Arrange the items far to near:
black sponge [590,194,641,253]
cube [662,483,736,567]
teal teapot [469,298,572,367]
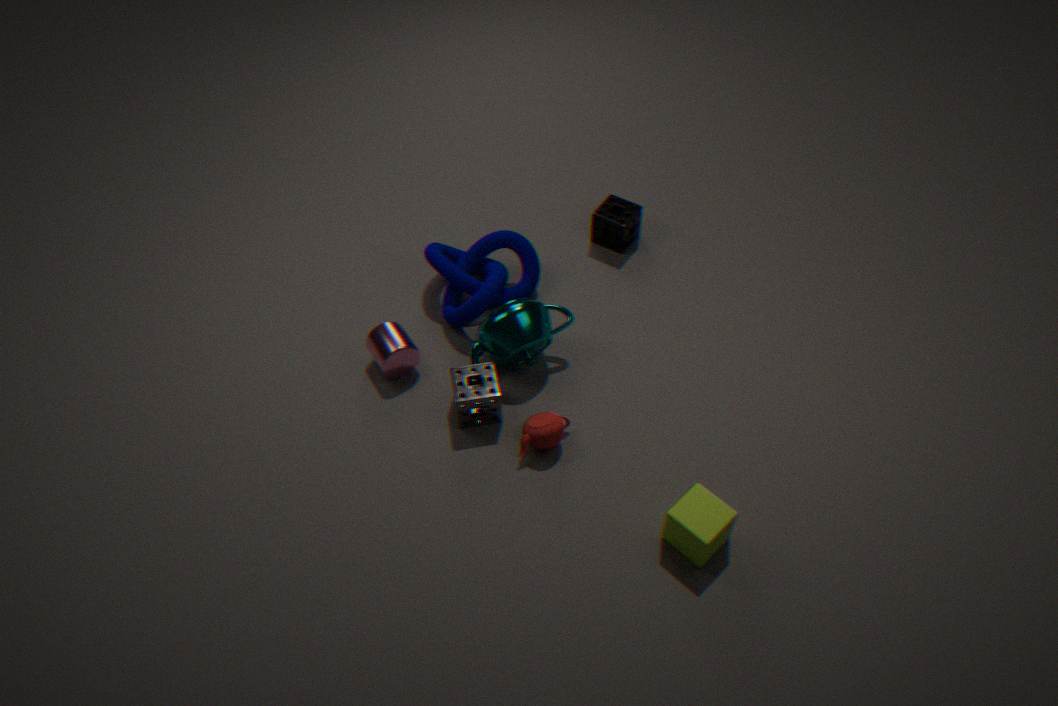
black sponge [590,194,641,253] < teal teapot [469,298,572,367] < cube [662,483,736,567]
